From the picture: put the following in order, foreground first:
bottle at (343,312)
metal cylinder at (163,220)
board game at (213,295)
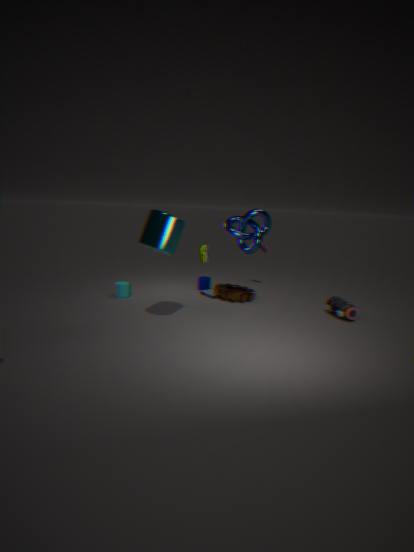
1. metal cylinder at (163,220)
2. bottle at (343,312)
3. board game at (213,295)
